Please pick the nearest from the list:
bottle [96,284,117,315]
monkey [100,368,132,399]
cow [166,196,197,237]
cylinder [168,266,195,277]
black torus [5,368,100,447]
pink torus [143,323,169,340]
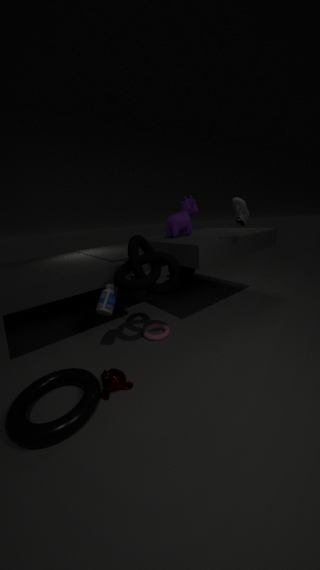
black torus [5,368,100,447]
